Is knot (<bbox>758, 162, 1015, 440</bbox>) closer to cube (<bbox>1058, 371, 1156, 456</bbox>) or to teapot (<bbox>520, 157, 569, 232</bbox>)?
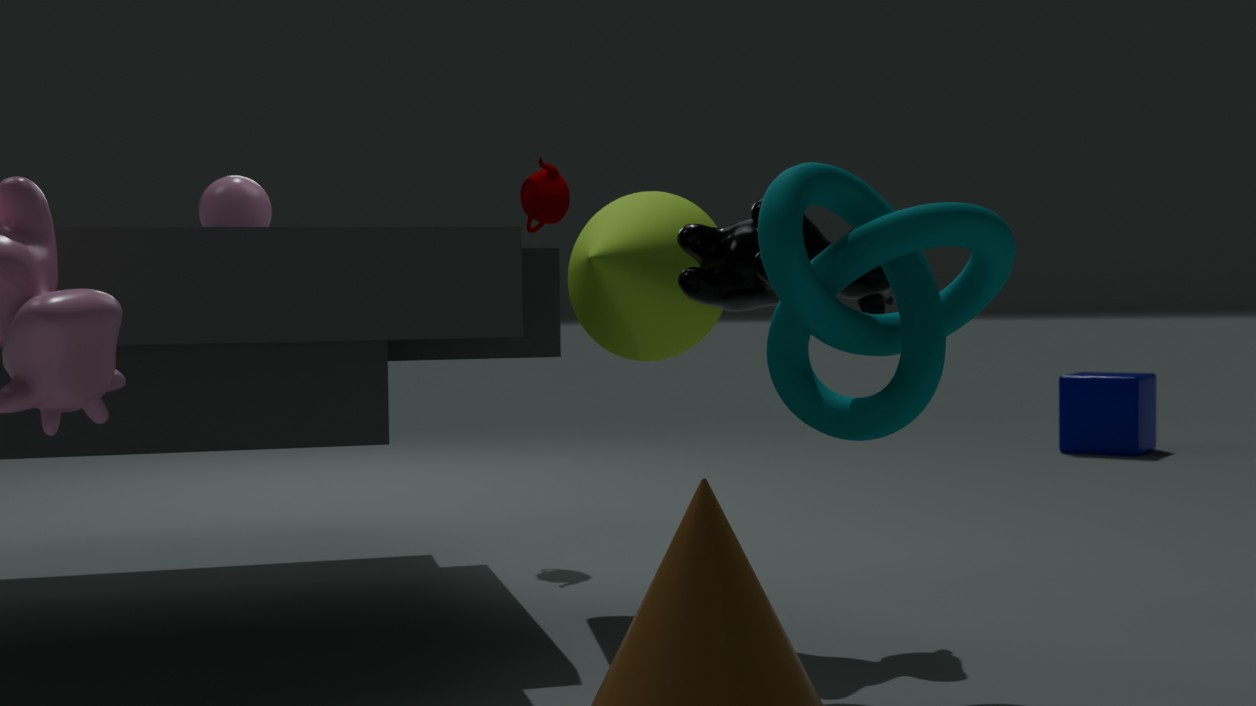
teapot (<bbox>520, 157, 569, 232</bbox>)
